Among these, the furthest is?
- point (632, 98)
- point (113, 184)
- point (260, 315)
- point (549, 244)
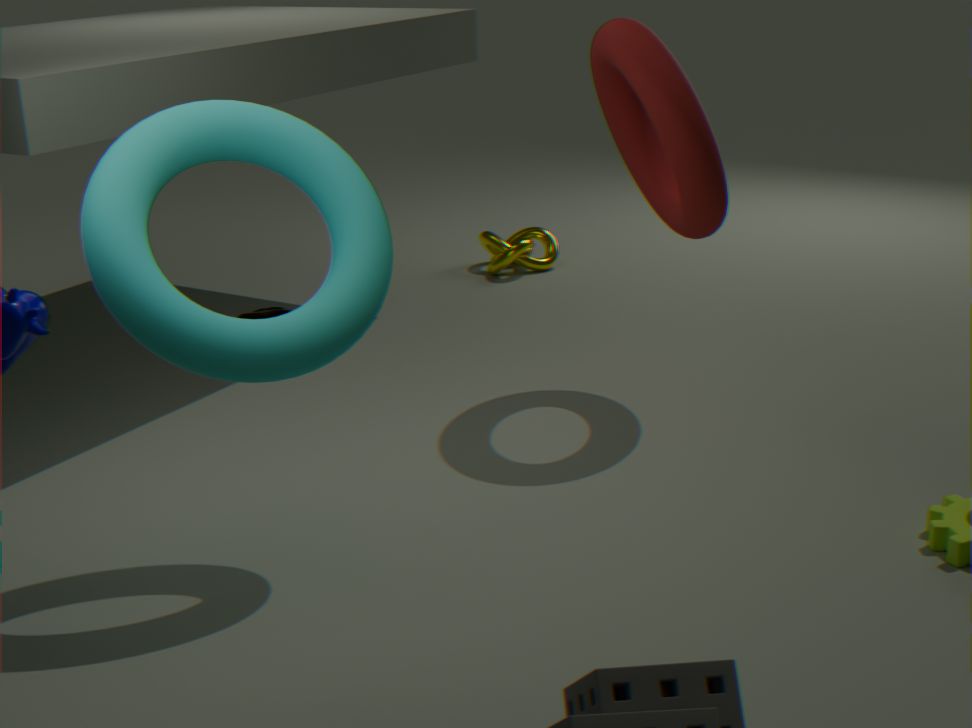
point (549, 244)
